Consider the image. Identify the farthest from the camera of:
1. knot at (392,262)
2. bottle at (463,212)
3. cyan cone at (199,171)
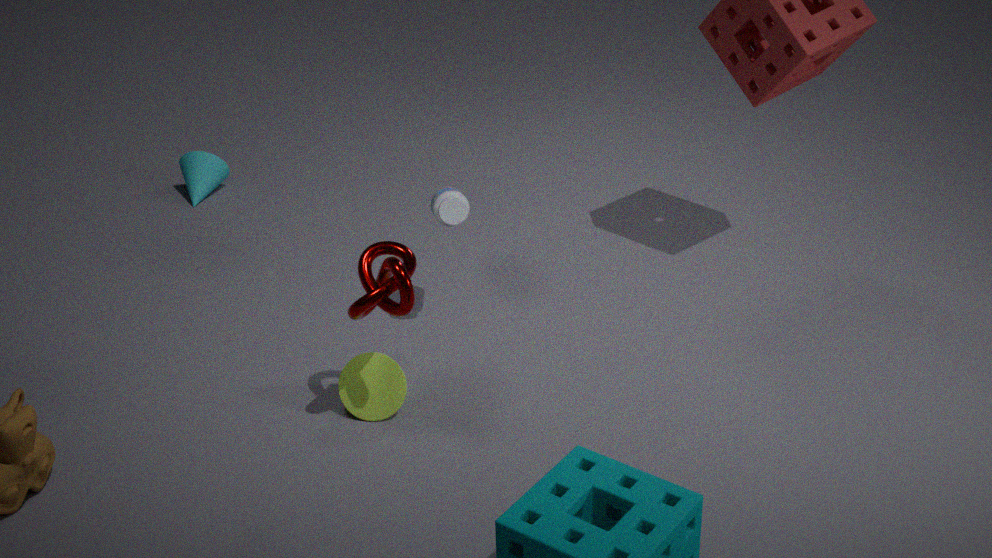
cyan cone at (199,171)
